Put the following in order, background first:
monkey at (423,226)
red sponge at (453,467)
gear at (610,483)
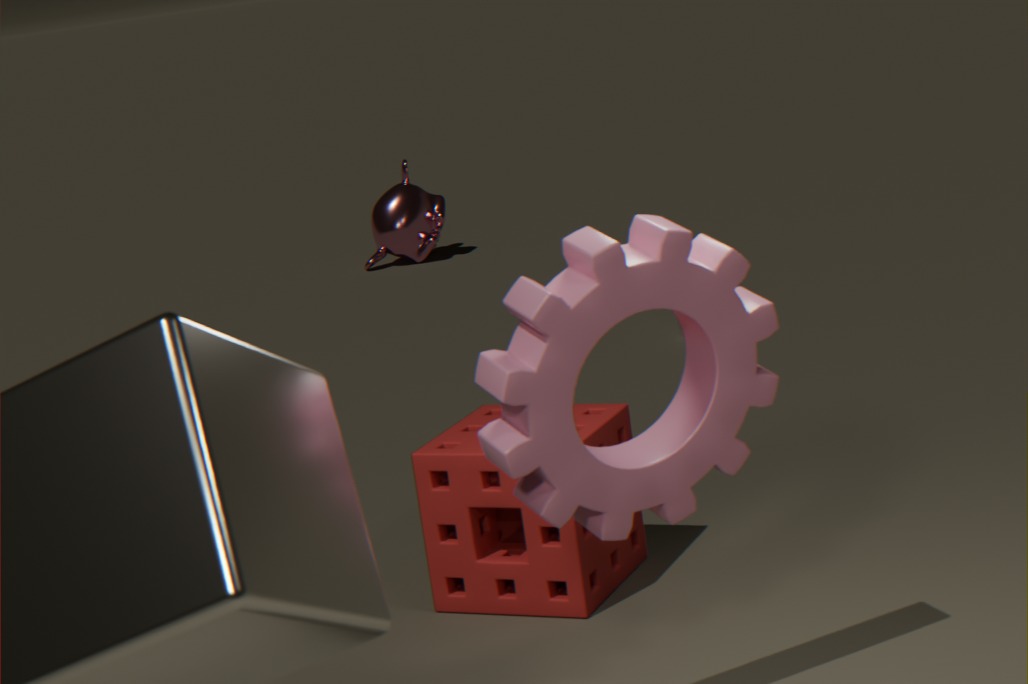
monkey at (423,226), red sponge at (453,467), gear at (610,483)
